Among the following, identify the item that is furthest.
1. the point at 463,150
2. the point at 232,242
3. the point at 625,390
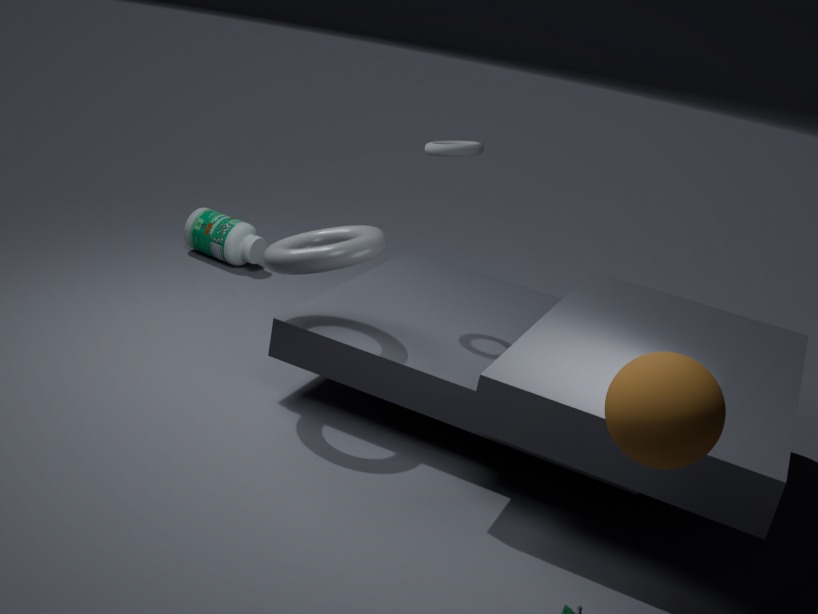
the point at 232,242
